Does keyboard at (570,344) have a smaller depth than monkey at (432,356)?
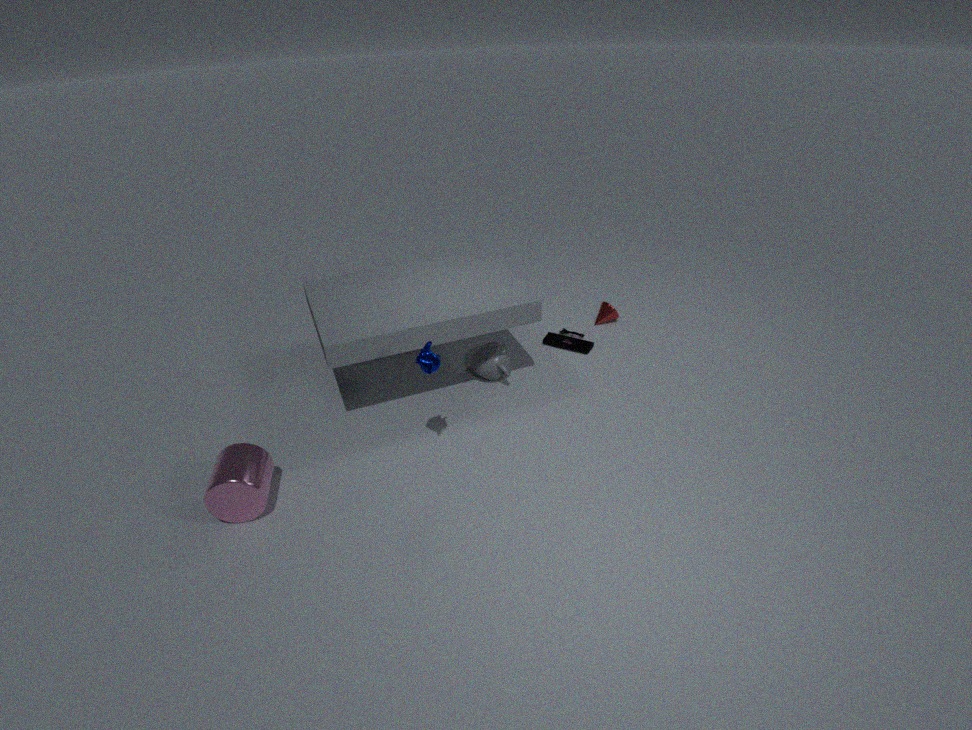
No
